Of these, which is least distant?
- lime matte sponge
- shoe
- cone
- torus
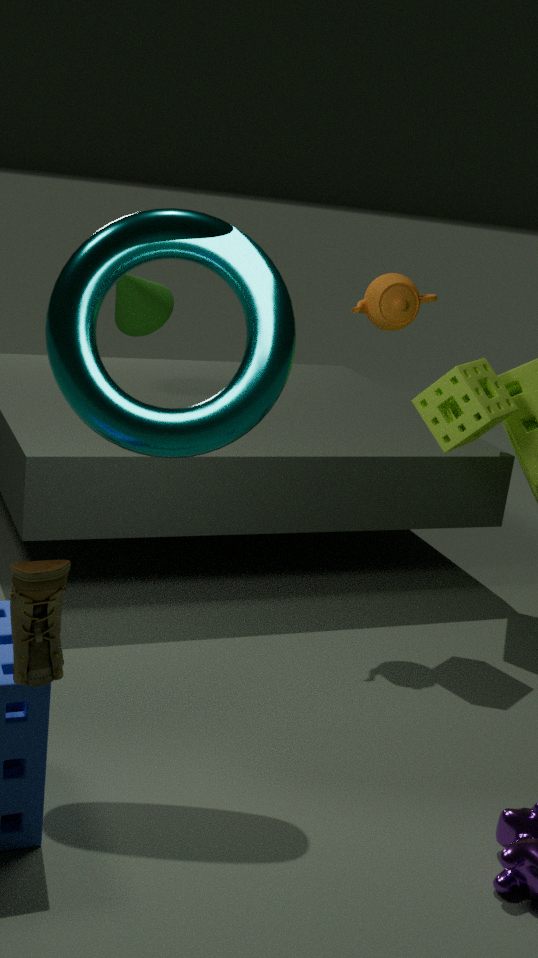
shoe
